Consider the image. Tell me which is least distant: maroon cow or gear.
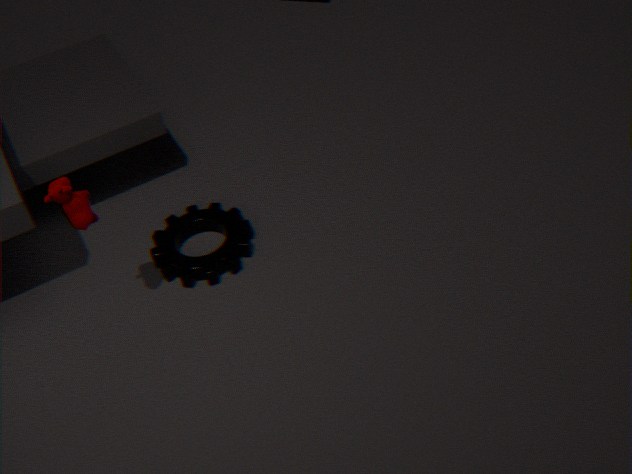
maroon cow
